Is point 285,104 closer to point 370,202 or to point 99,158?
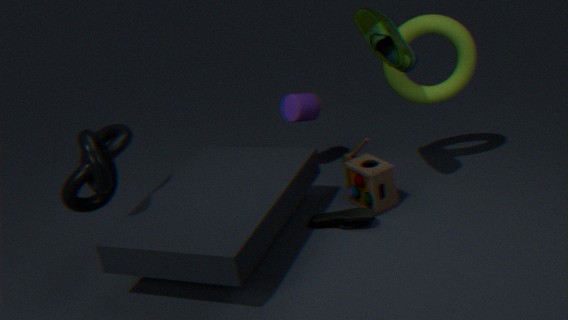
point 370,202
